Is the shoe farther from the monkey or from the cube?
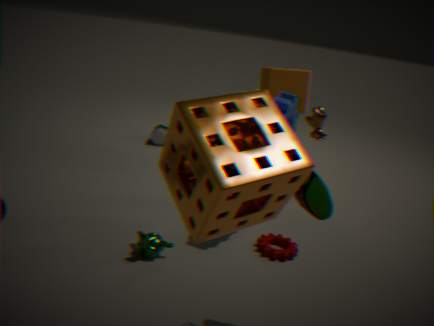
the cube
